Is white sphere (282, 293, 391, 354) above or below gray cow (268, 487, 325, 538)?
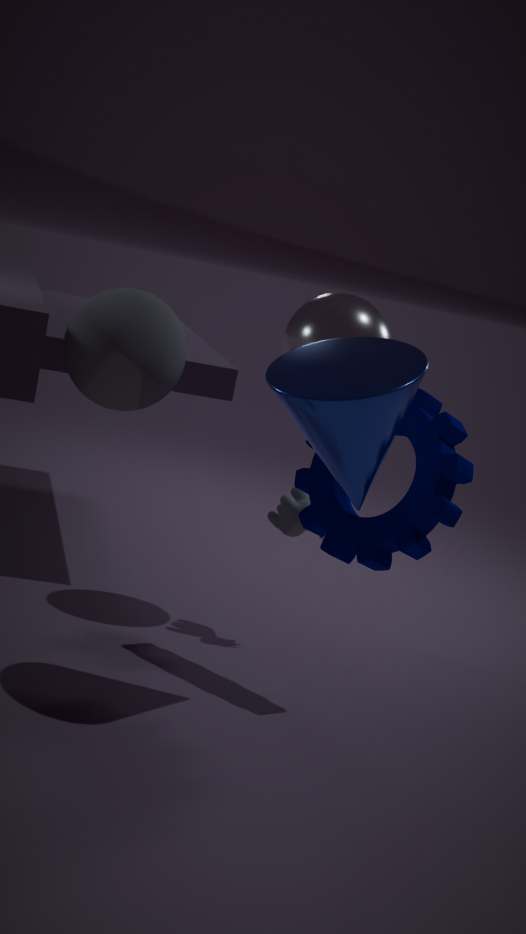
above
